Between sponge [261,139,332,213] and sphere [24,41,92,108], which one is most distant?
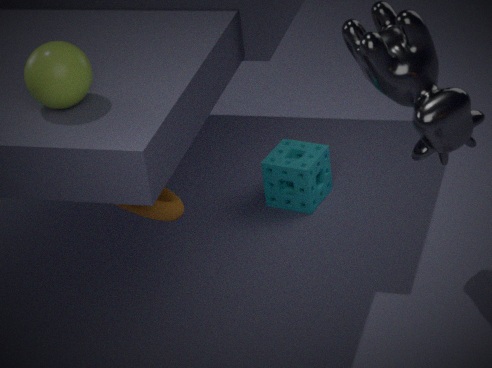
sponge [261,139,332,213]
